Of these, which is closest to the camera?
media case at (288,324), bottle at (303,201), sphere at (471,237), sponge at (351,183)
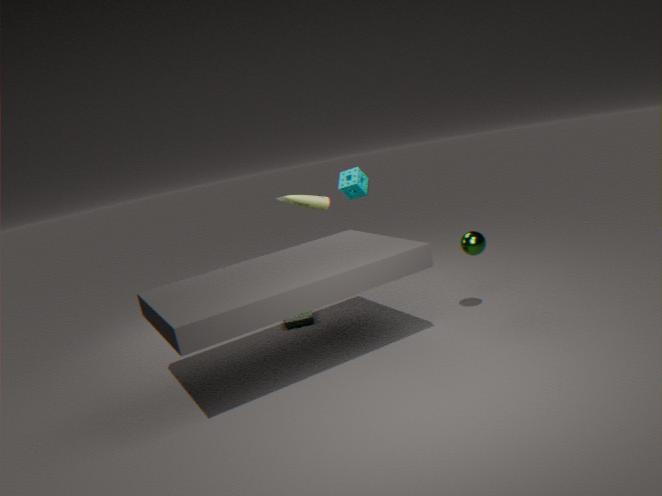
sphere at (471,237)
